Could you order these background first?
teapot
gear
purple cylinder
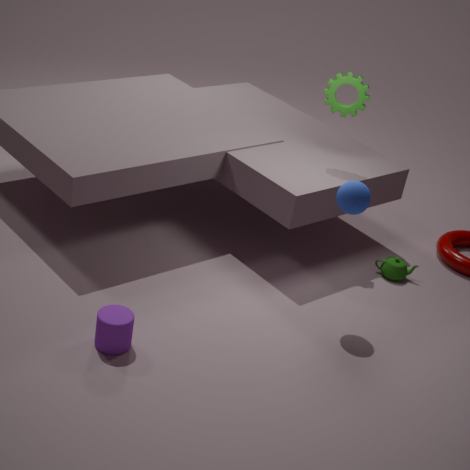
teapot, gear, purple cylinder
